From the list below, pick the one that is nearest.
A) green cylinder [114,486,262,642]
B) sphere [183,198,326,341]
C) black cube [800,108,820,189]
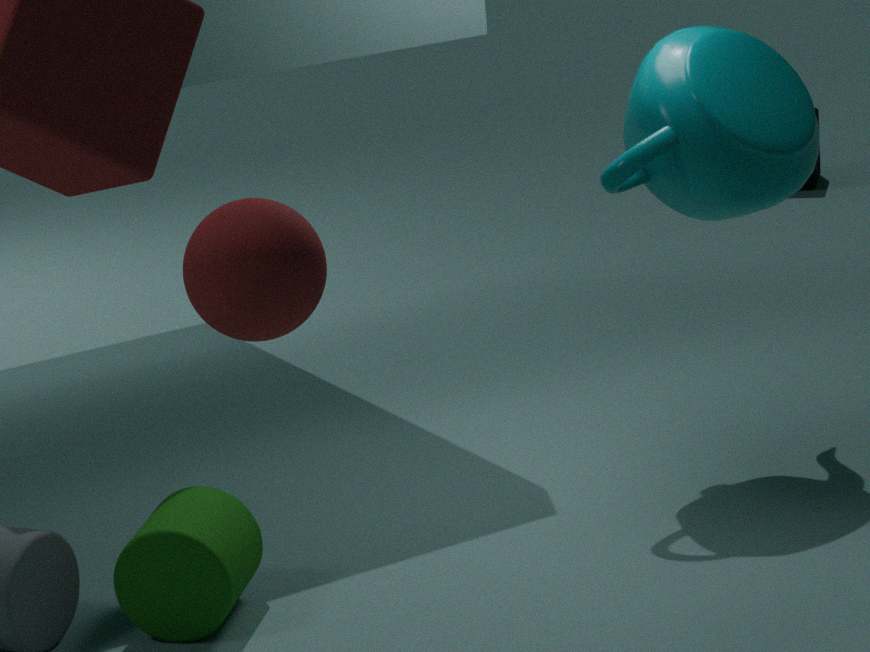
sphere [183,198,326,341]
